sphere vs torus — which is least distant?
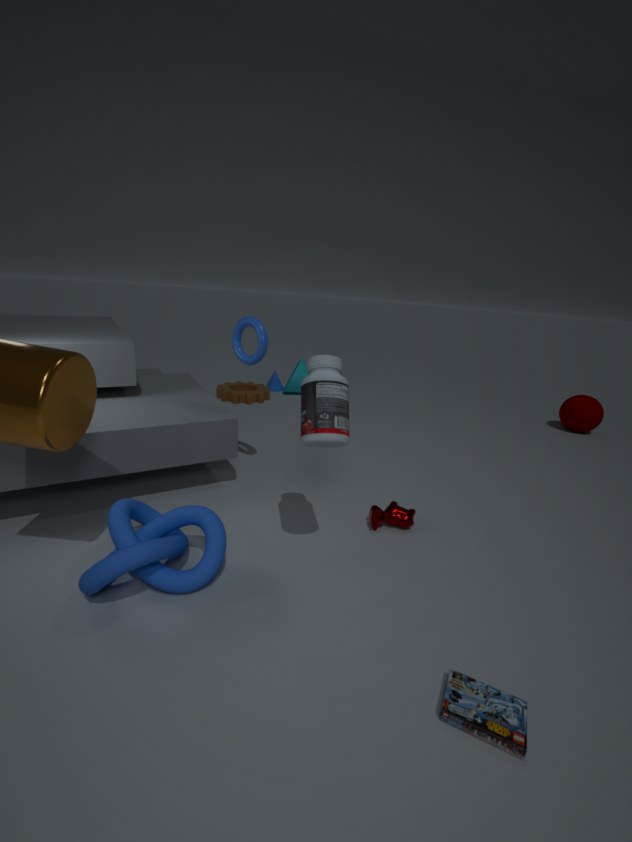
torus
